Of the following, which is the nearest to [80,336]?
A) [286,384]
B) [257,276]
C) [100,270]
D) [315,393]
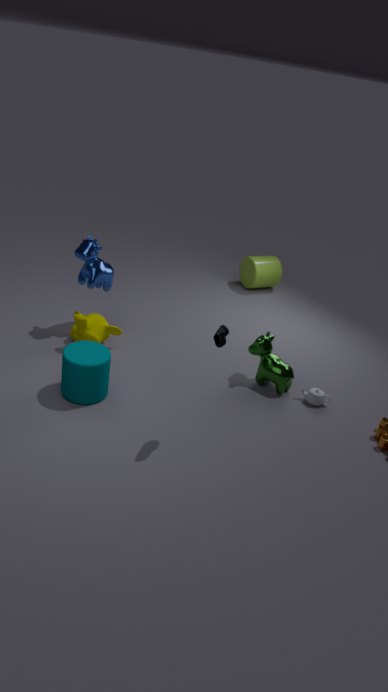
[100,270]
